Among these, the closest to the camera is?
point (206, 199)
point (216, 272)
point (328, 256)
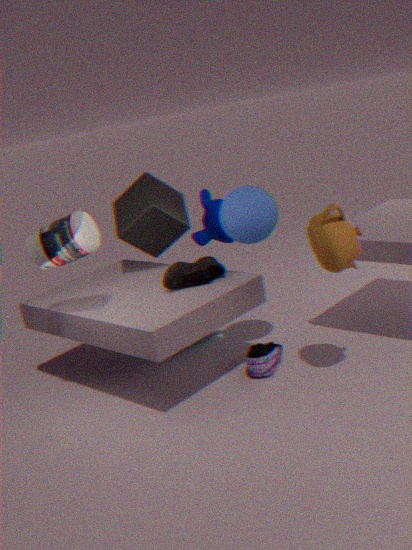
point (328, 256)
